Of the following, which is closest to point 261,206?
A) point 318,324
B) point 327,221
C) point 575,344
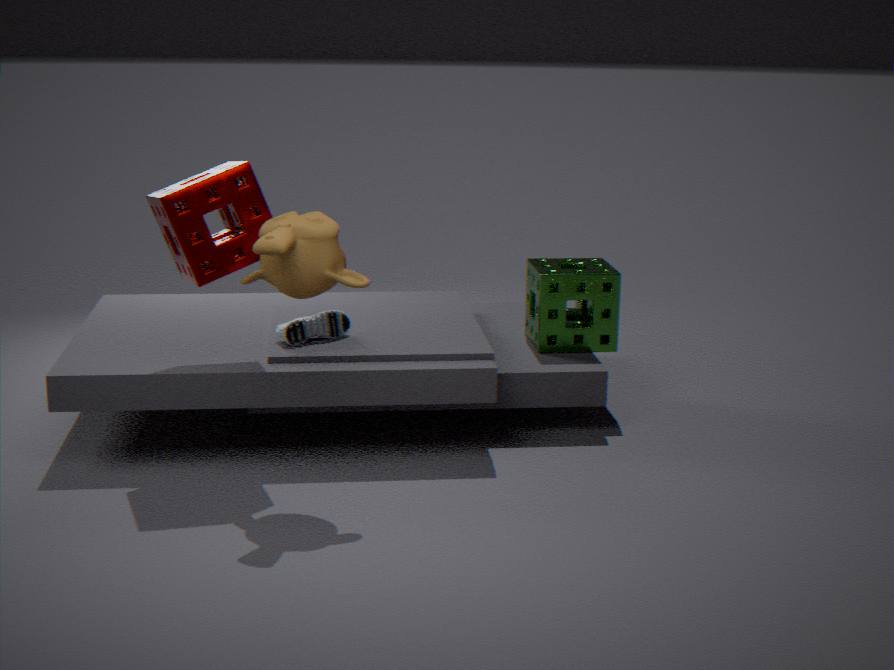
point 327,221
